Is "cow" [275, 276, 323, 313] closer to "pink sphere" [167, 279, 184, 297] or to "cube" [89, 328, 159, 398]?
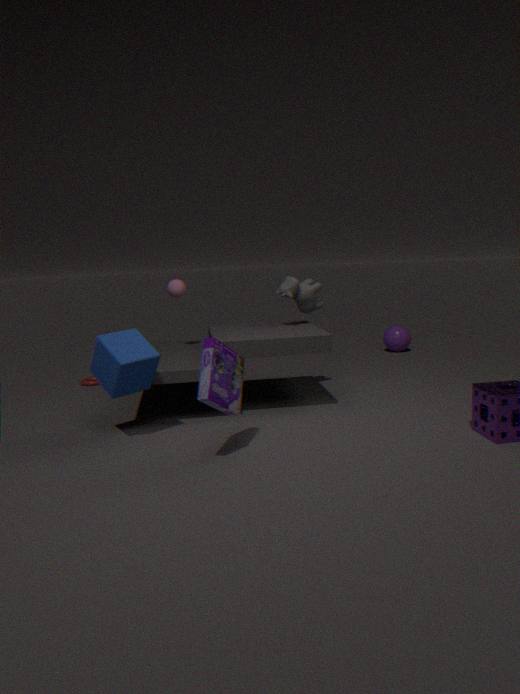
"pink sphere" [167, 279, 184, 297]
